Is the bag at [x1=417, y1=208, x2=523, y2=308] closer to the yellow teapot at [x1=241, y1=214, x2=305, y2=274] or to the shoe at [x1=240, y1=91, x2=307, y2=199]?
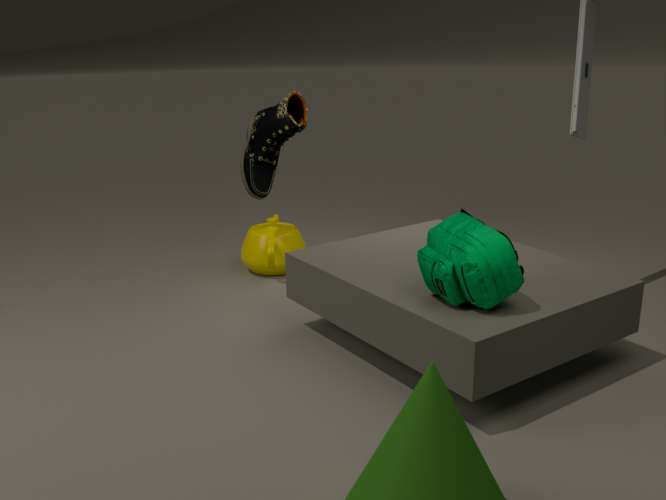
the shoe at [x1=240, y1=91, x2=307, y2=199]
